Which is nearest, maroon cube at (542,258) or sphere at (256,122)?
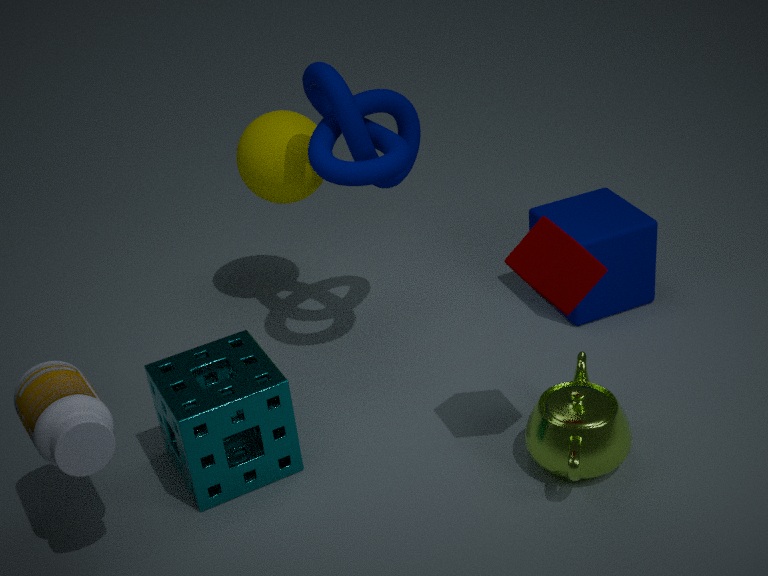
maroon cube at (542,258)
